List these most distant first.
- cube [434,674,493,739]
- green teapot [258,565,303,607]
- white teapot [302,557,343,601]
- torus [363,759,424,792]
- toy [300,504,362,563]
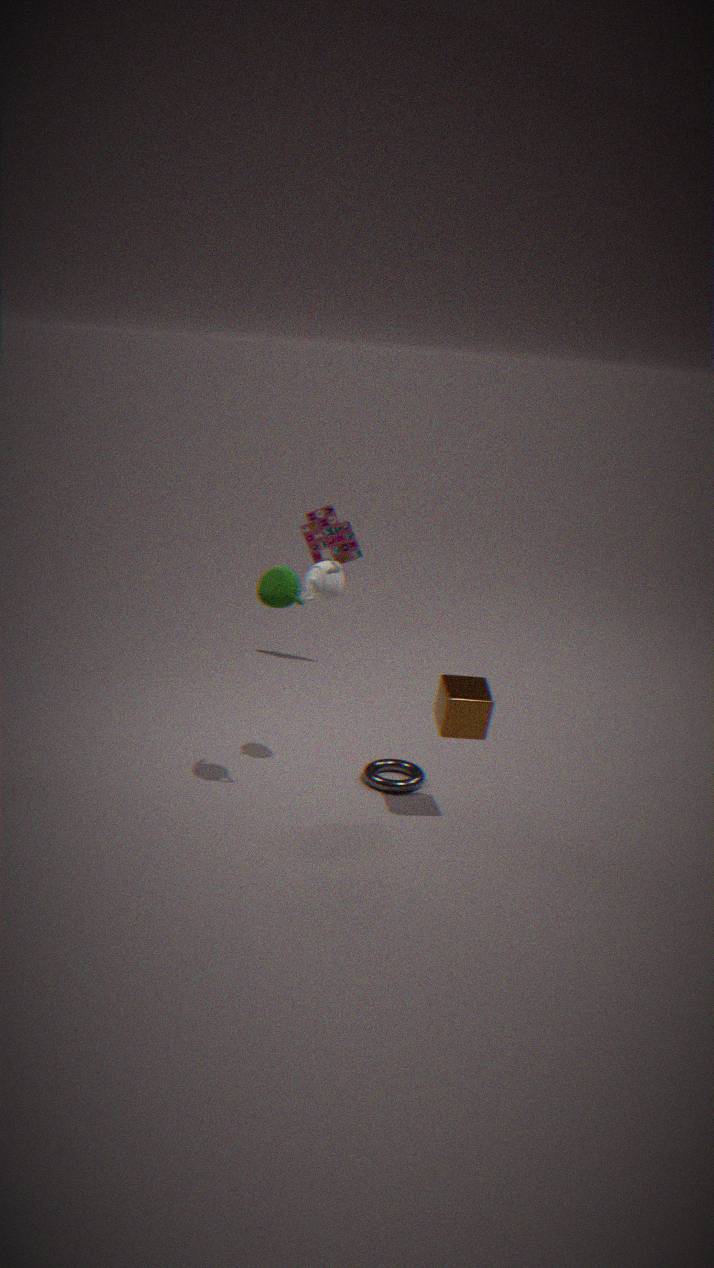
toy [300,504,362,563] → torus [363,759,424,792] → white teapot [302,557,343,601] → cube [434,674,493,739] → green teapot [258,565,303,607]
